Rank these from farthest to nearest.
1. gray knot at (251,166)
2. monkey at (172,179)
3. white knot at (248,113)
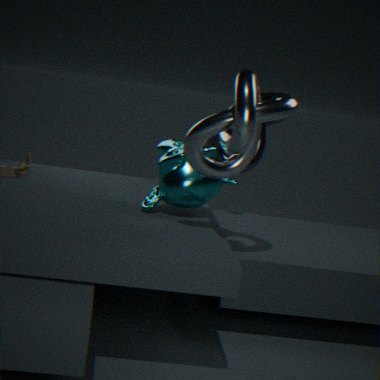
gray knot at (251,166) → monkey at (172,179) → white knot at (248,113)
